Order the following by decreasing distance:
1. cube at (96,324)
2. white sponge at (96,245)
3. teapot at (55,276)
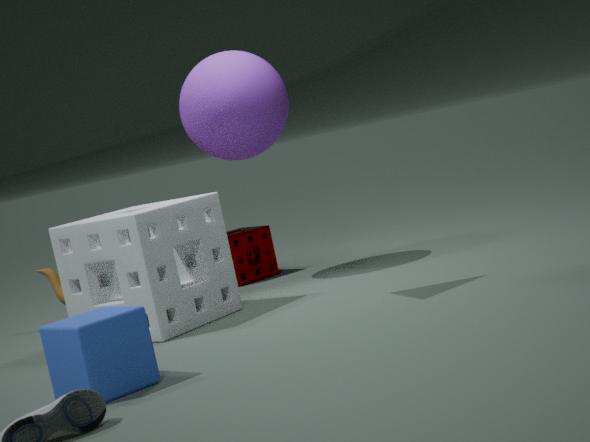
teapot at (55,276) → white sponge at (96,245) → cube at (96,324)
